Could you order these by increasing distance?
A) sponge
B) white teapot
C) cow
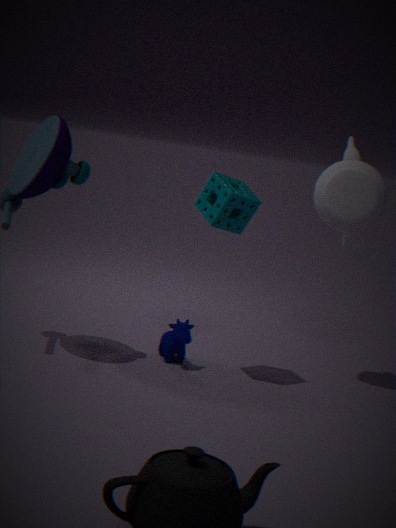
sponge
cow
white teapot
